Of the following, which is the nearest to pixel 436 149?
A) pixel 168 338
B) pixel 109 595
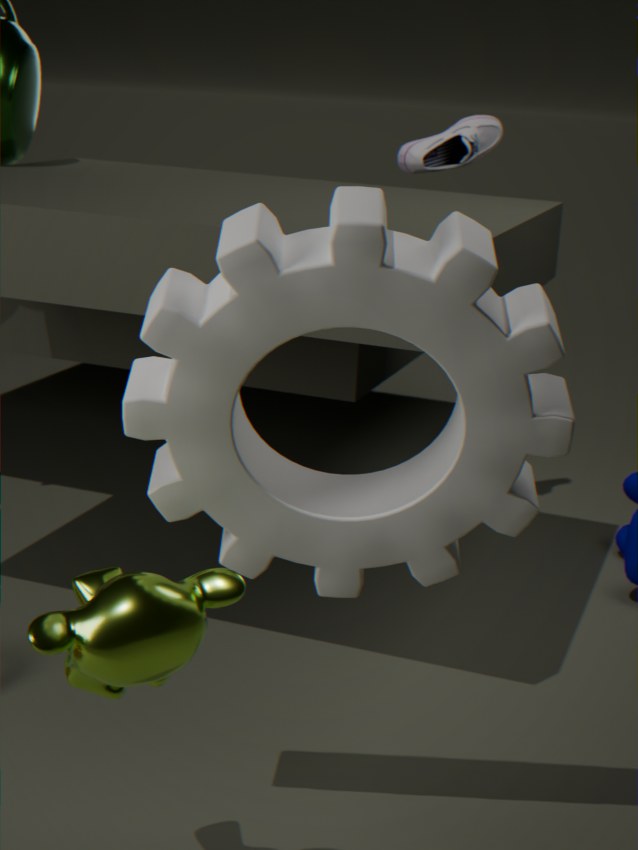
pixel 168 338
